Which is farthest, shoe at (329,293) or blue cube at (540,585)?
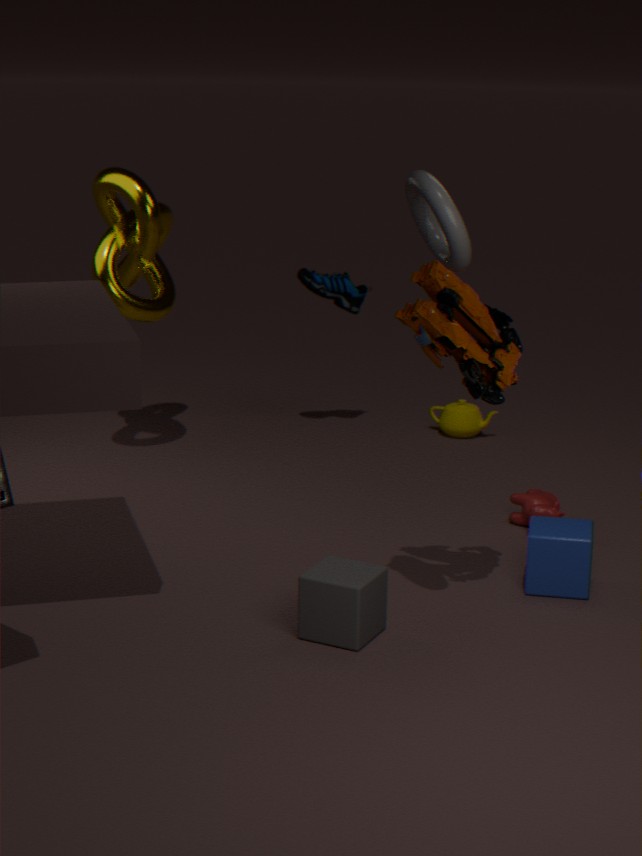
shoe at (329,293)
